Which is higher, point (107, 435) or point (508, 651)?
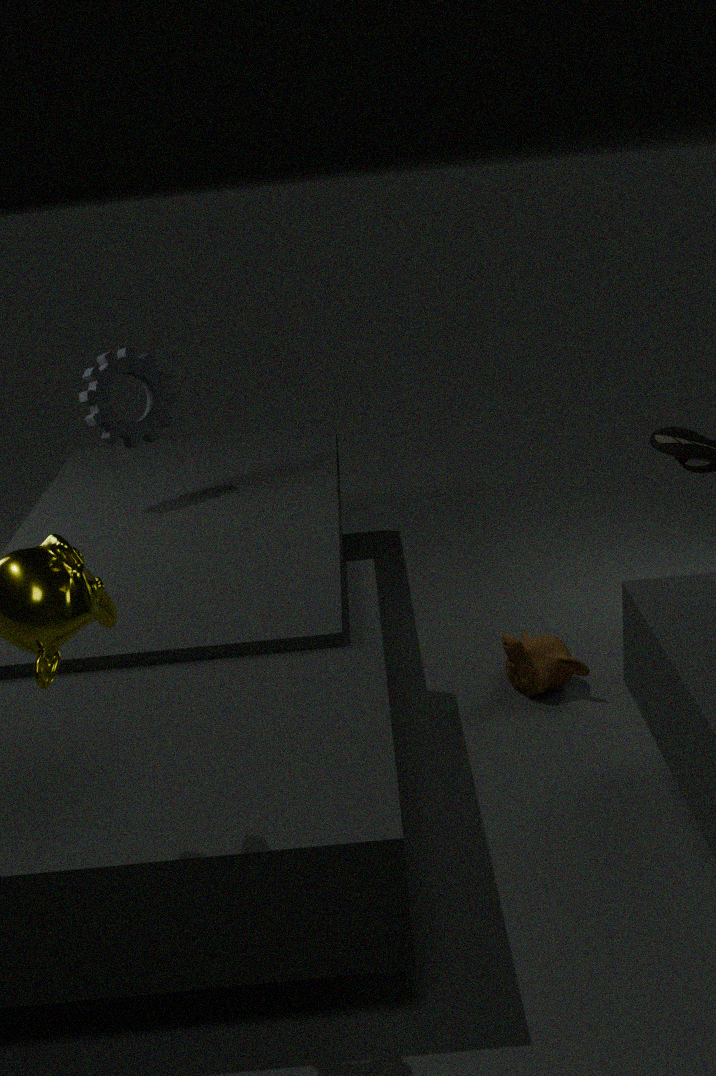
point (107, 435)
